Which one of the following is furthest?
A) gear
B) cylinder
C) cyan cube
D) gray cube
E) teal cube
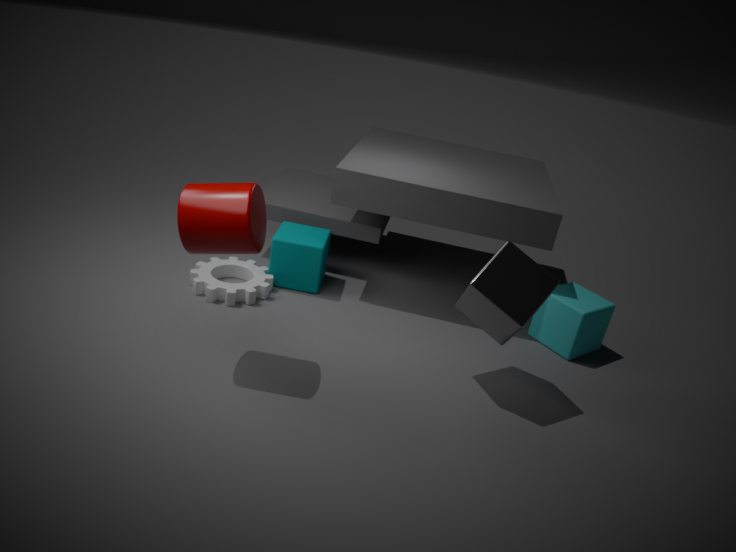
teal cube
